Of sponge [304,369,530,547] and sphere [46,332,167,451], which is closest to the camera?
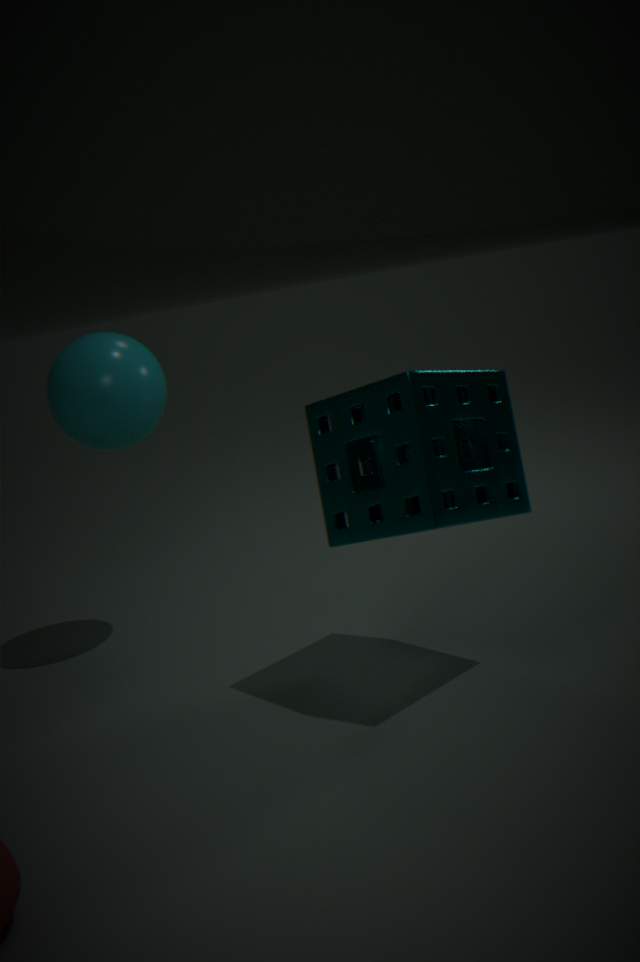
sponge [304,369,530,547]
